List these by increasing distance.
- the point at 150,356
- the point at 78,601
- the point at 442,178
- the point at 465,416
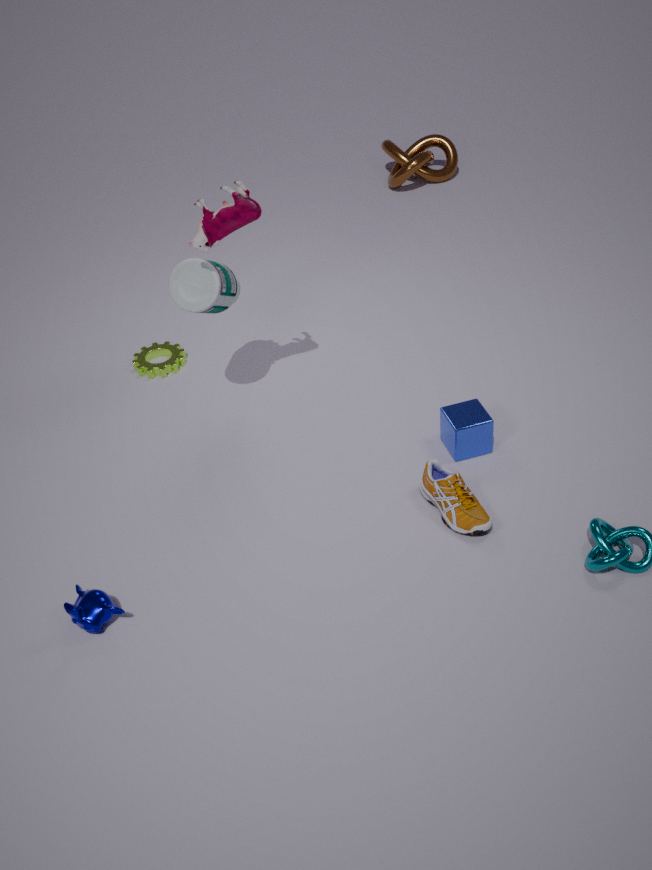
the point at 78,601
the point at 465,416
the point at 150,356
the point at 442,178
